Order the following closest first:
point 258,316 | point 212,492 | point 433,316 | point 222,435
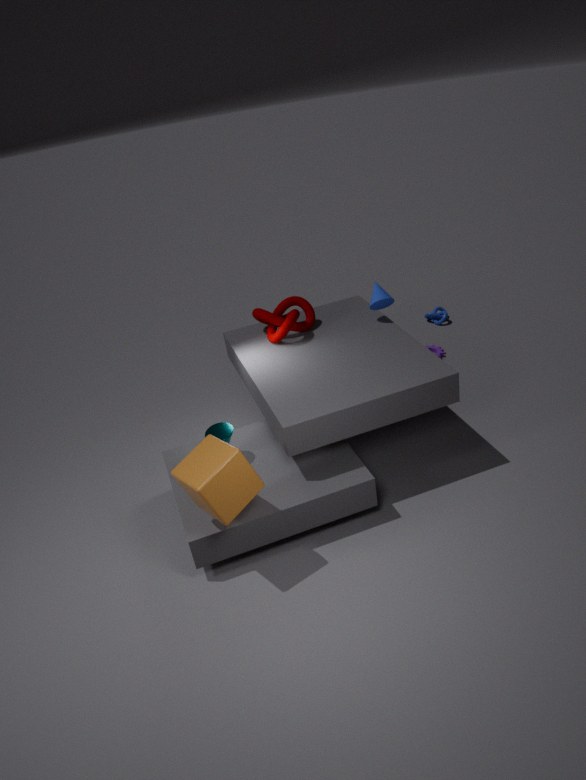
point 212,492
point 222,435
point 258,316
point 433,316
